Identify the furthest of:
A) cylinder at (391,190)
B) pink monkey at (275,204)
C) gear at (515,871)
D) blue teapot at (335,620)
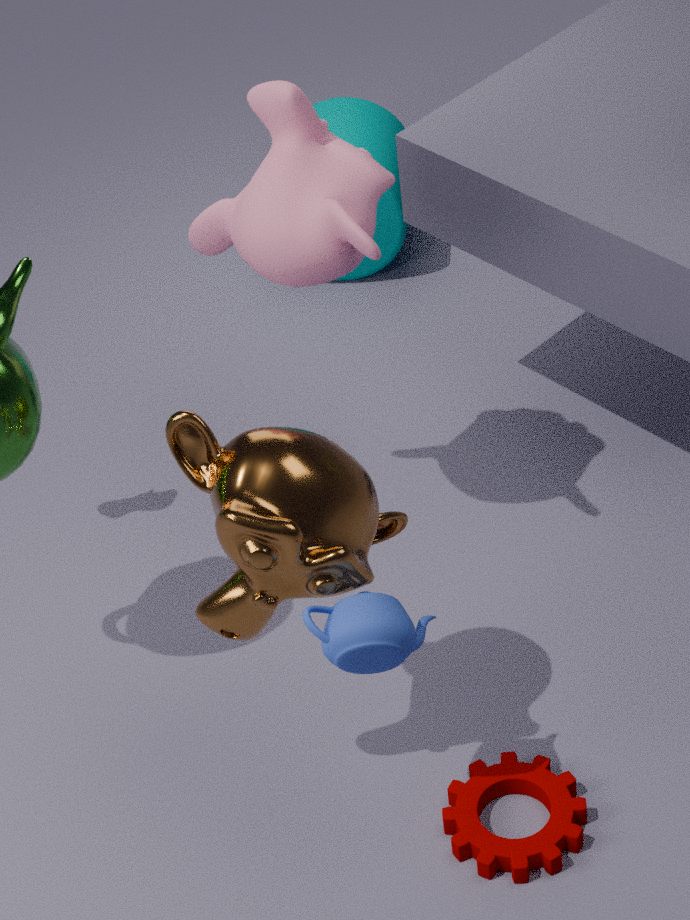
A. cylinder at (391,190)
